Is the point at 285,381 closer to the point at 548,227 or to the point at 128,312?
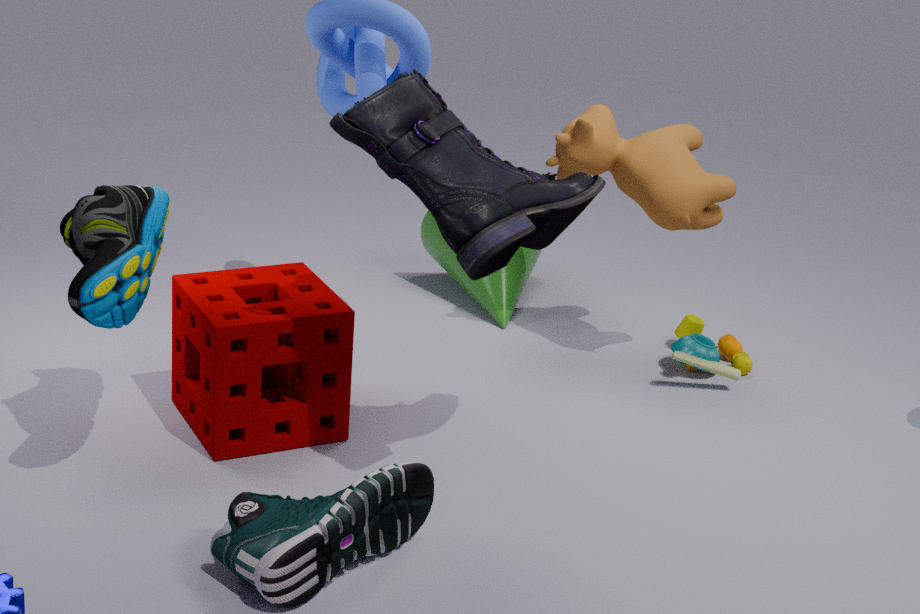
the point at 128,312
